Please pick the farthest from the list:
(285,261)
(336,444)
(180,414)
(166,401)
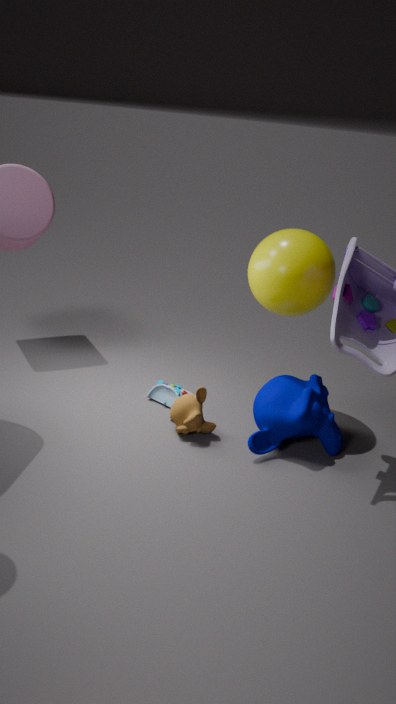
(166,401)
